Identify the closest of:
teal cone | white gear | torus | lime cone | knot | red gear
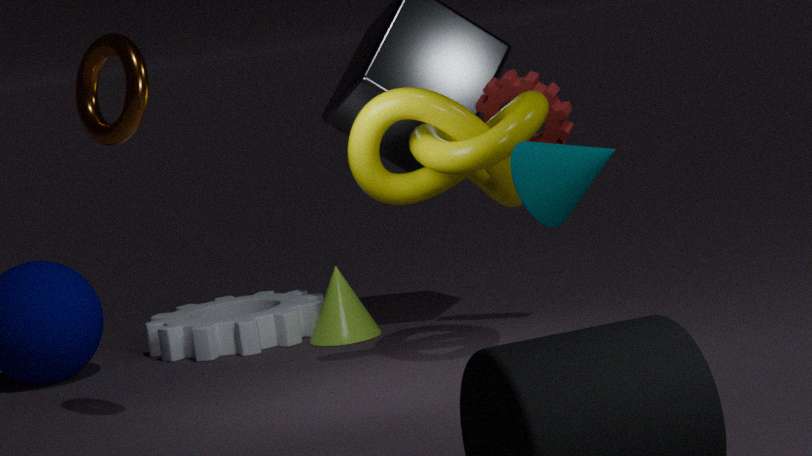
teal cone
